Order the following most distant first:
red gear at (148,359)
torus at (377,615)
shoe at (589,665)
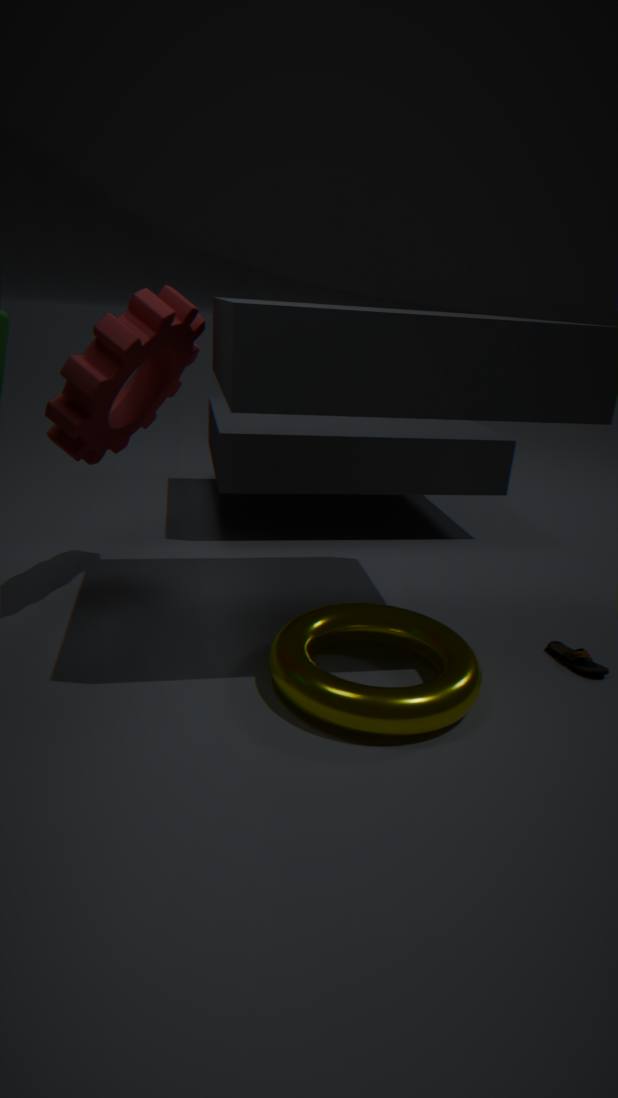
shoe at (589,665), red gear at (148,359), torus at (377,615)
